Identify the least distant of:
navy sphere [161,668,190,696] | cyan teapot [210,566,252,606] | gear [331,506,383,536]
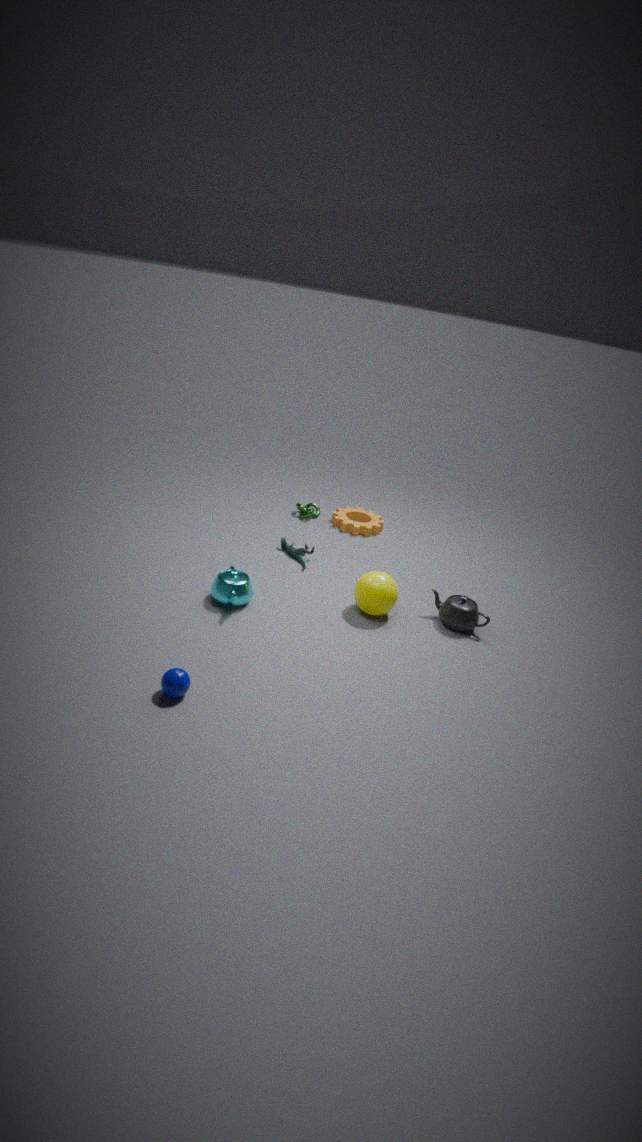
navy sphere [161,668,190,696]
